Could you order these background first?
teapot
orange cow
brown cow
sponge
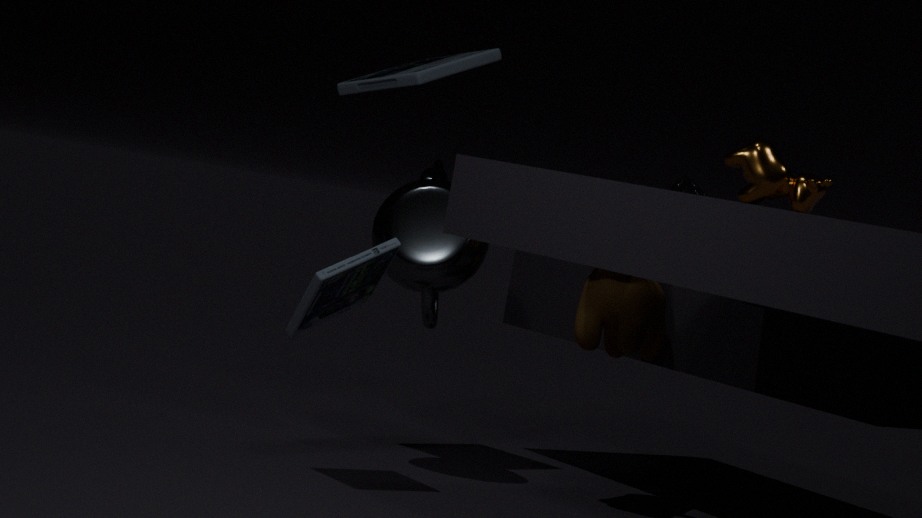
sponge → teapot → brown cow → orange cow
